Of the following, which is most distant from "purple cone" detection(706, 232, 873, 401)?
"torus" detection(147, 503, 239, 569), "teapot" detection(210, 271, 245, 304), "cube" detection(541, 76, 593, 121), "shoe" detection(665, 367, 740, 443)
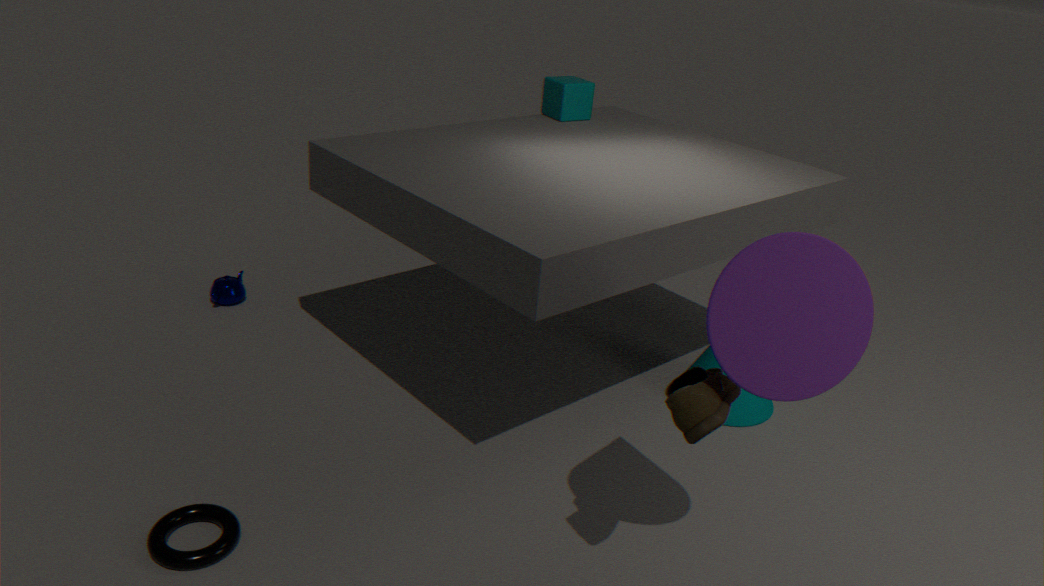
"teapot" detection(210, 271, 245, 304)
